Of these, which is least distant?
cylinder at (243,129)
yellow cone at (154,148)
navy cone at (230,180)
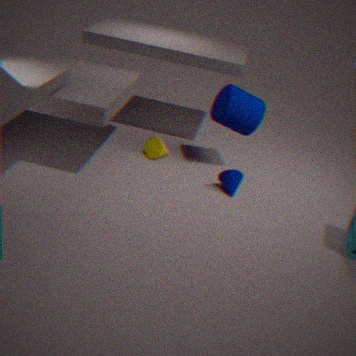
navy cone at (230,180)
